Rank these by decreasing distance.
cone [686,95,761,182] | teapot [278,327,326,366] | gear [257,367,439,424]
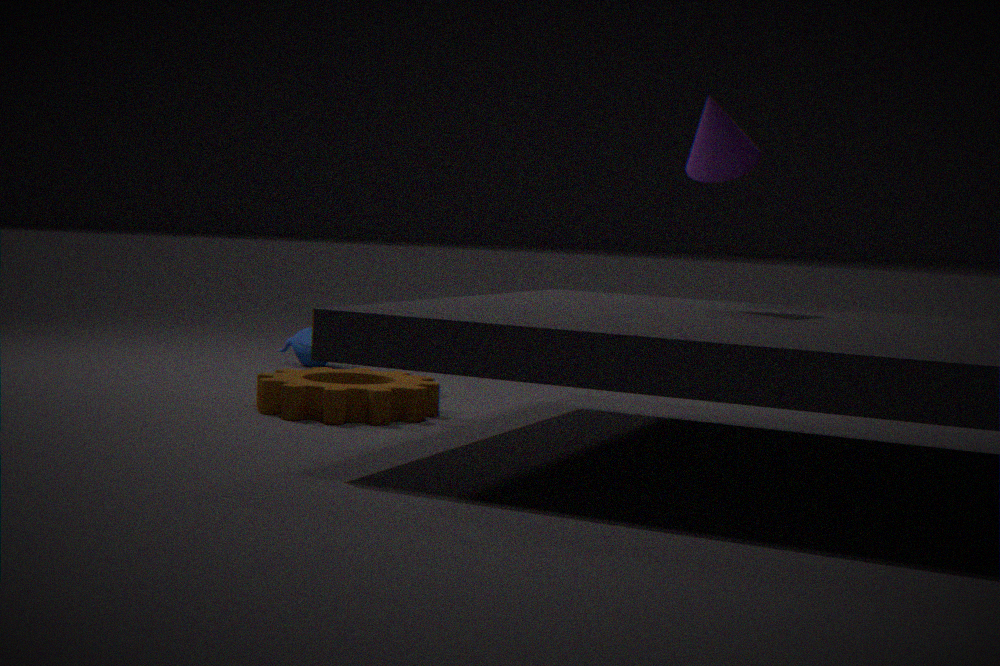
teapot [278,327,326,366] → gear [257,367,439,424] → cone [686,95,761,182]
